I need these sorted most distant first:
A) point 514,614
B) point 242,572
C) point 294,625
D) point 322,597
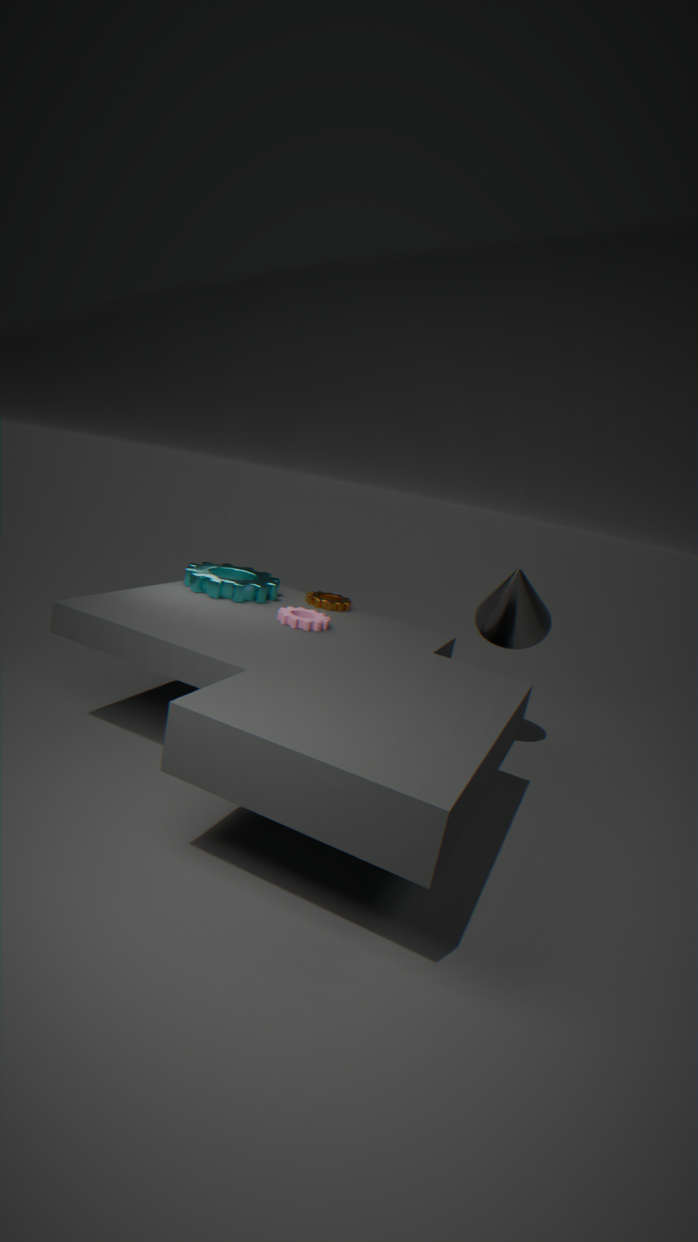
point 322,597, point 242,572, point 514,614, point 294,625
